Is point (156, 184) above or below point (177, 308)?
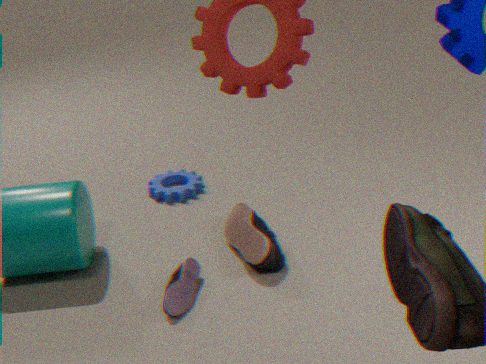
below
